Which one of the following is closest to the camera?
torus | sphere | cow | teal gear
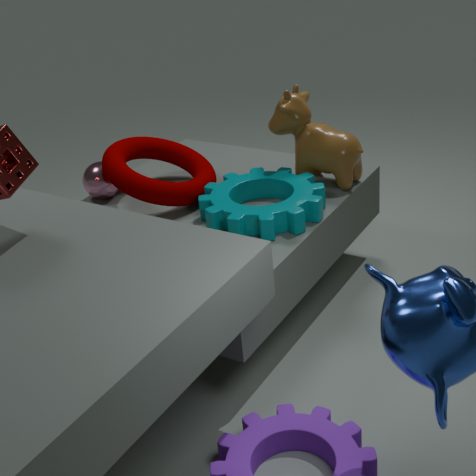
teal gear
